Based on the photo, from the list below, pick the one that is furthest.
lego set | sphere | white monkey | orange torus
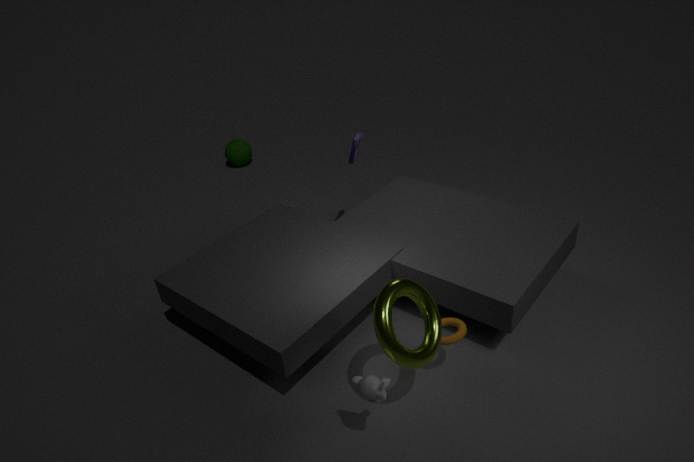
sphere
